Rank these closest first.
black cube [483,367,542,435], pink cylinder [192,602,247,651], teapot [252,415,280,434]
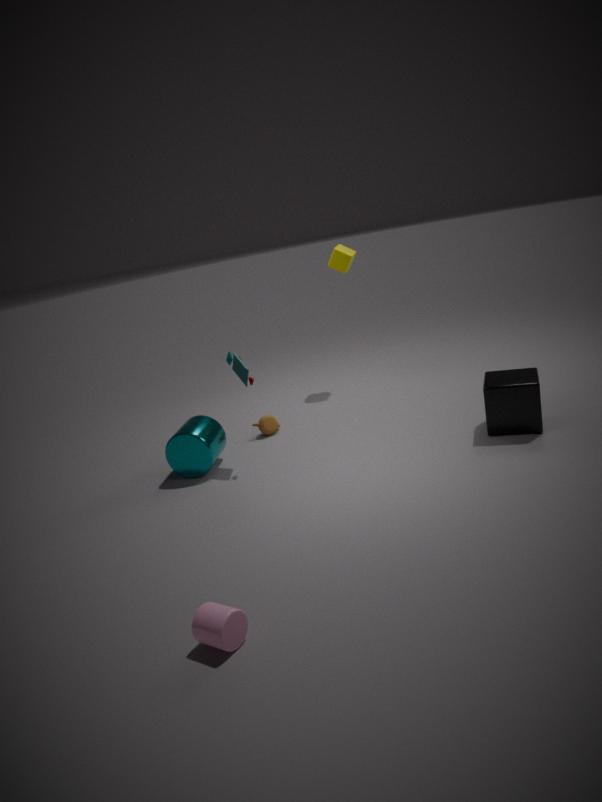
pink cylinder [192,602,247,651] → black cube [483,367,542,435] → teapot [252,415,280,434]
